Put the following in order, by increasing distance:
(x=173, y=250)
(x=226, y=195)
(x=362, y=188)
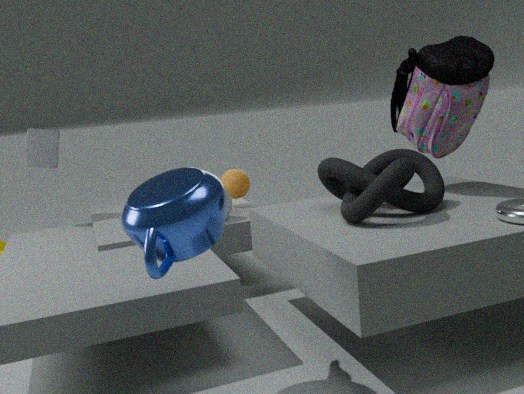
(x=173, y=250) < (x=362, y=188) < (x=226, y=195)
